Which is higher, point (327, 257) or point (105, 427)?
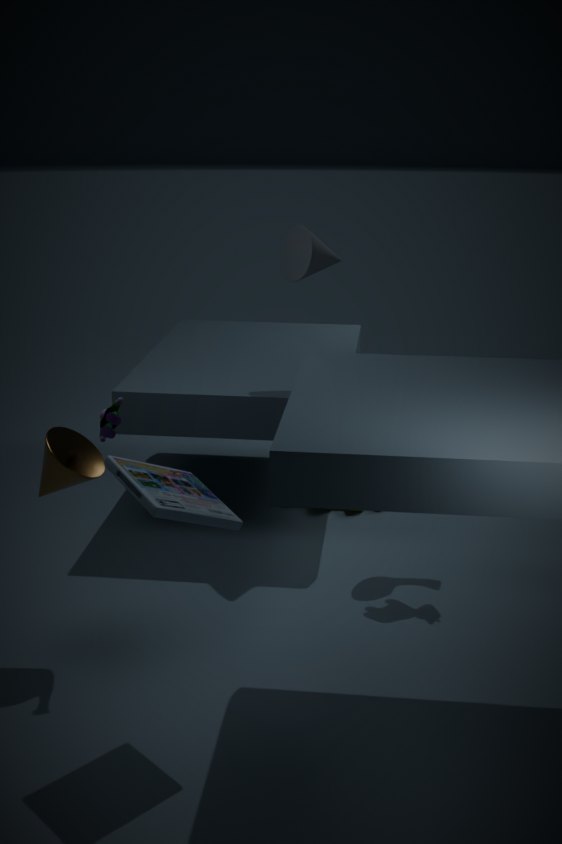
point (327, 257)
